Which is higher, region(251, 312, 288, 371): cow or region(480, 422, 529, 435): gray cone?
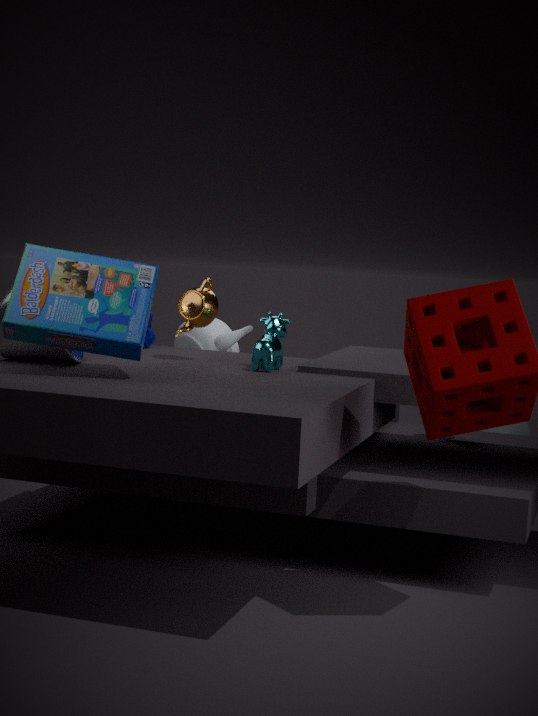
region(251, 312, 288, 371): cow
